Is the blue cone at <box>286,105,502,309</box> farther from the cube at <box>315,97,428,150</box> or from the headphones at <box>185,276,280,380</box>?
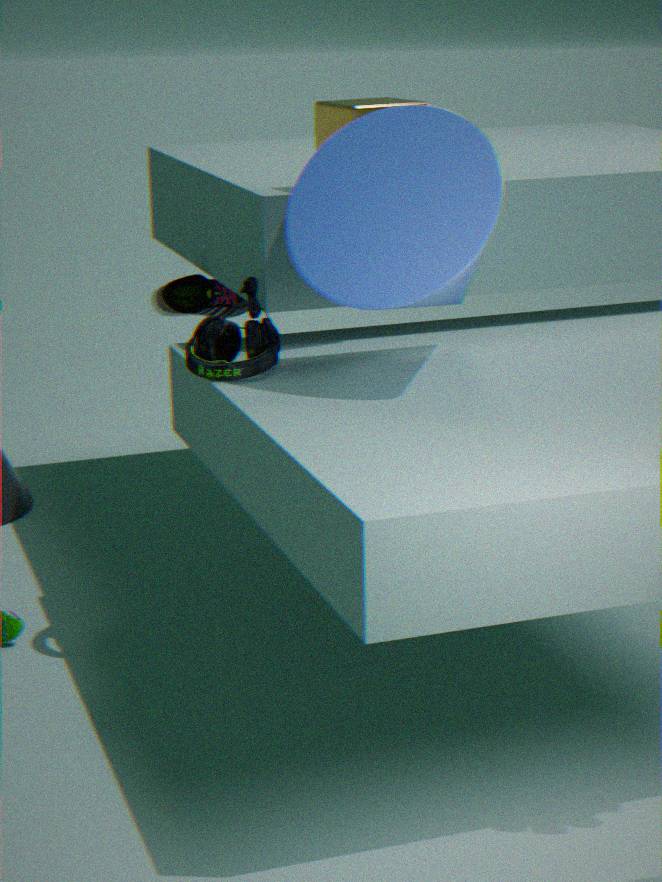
the headphones at <box>185,276,280,380</box>
